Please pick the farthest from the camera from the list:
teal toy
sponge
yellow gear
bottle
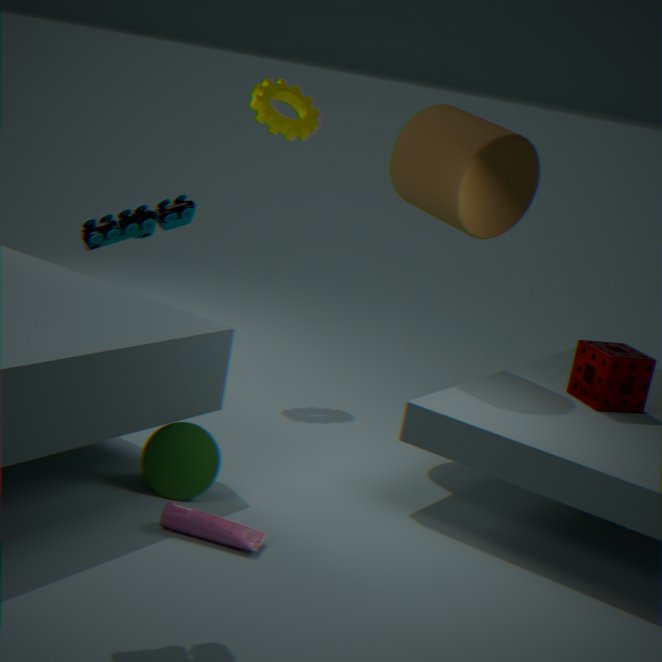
yellow gear
